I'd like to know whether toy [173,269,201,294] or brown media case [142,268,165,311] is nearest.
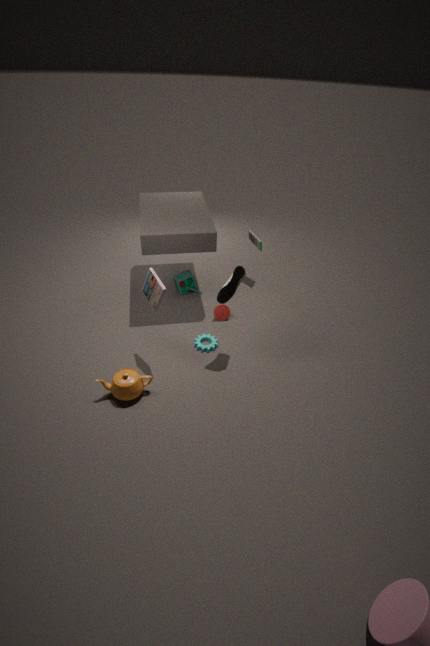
brown media case [142,268,165,311]
